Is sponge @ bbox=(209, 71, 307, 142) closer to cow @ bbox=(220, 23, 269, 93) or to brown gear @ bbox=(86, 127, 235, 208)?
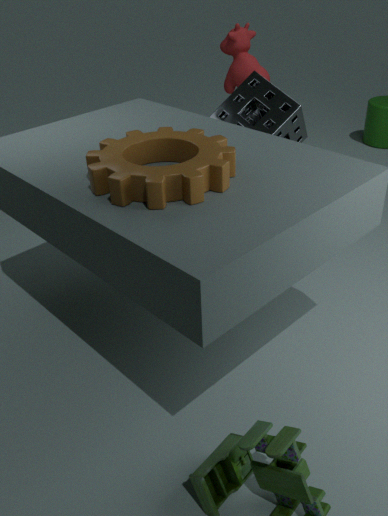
cow @ bbox=(220, 23, 269, 93)
